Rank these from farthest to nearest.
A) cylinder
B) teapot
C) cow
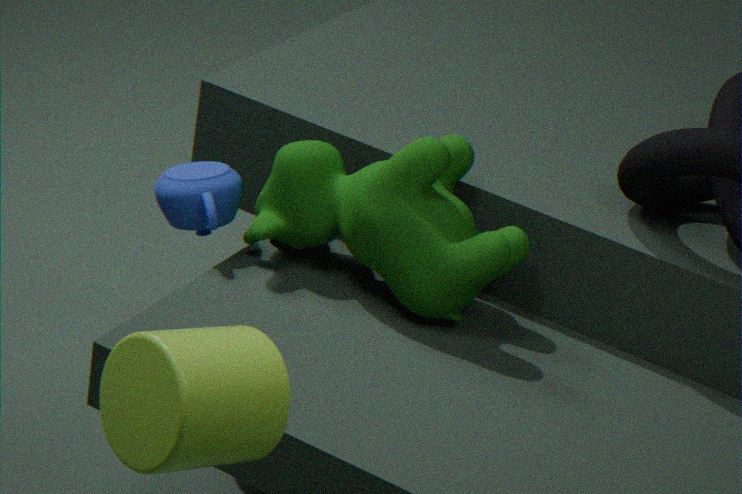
teapot
cow
cylinder
